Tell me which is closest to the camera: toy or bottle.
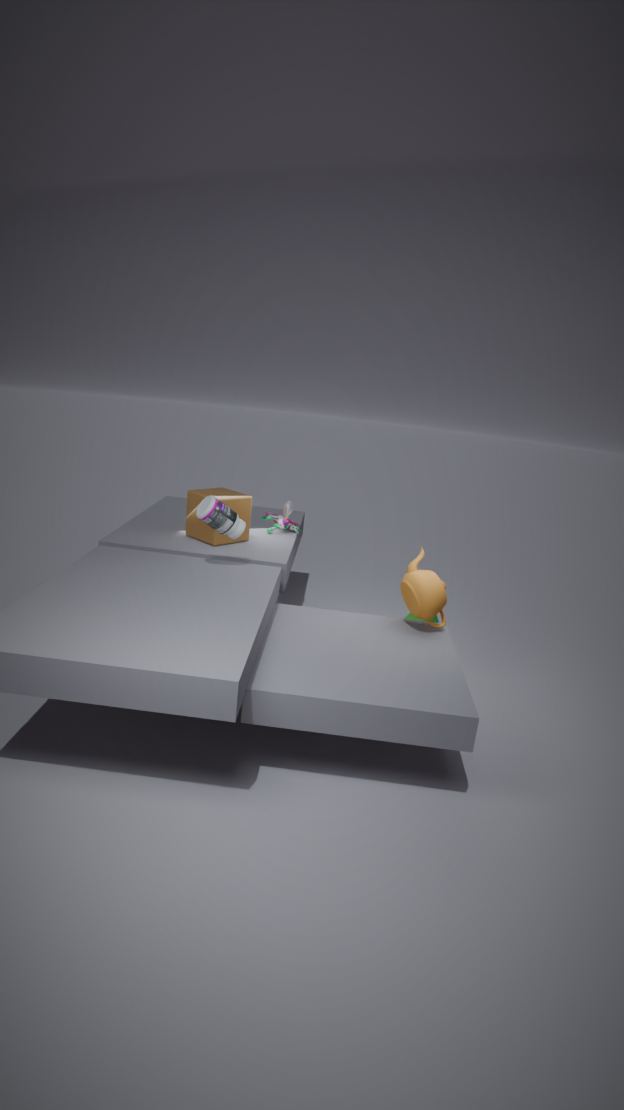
bottle
